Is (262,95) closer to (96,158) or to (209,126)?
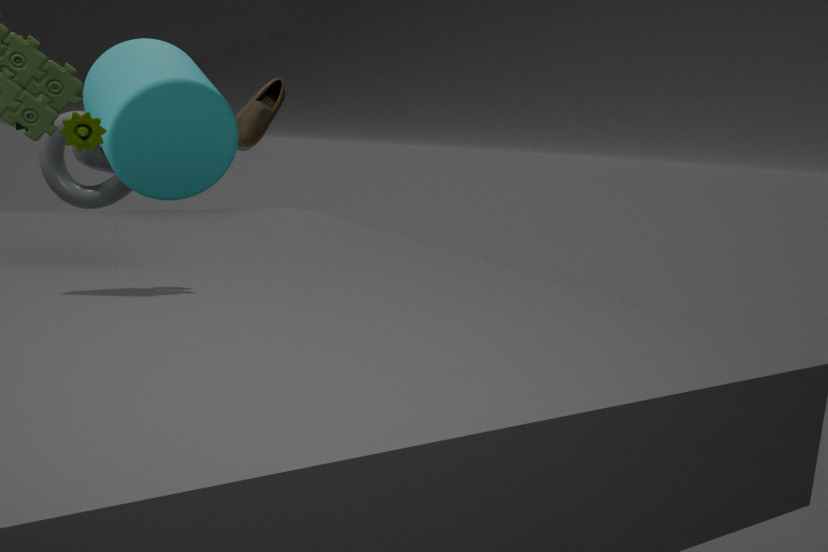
(209,126)
